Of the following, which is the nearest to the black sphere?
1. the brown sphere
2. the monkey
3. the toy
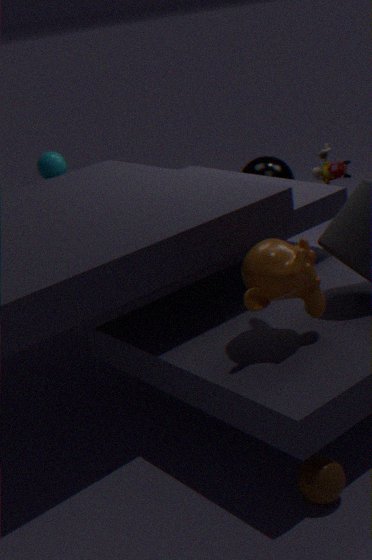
the toy
